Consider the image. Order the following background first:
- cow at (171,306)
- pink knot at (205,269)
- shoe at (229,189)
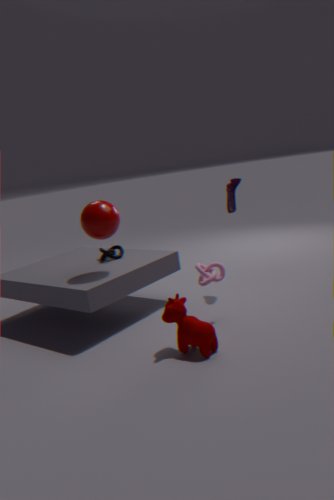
shoe at (229,189) < pink knot at (205,269) < cow at (171,306)
